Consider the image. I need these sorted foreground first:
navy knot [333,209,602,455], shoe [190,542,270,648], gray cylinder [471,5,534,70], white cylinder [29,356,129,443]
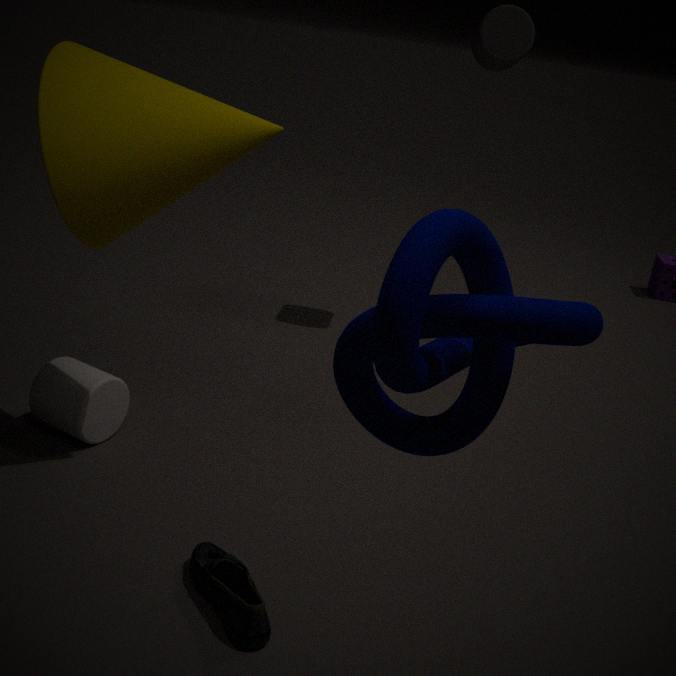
navy knot [333,209,602,455] → shoe [190,542,270,648] → white cylinder [29,356,129,443] → gray cylinder [471,5,534,70]
